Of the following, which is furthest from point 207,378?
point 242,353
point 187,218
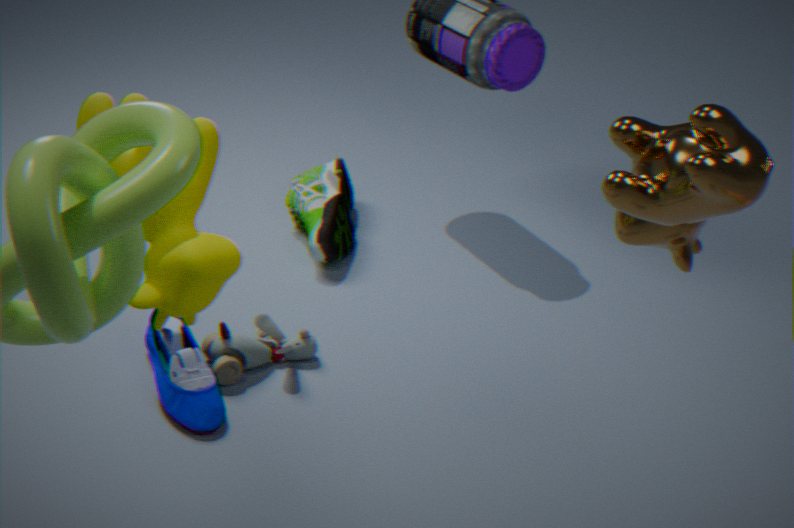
point 187,218
